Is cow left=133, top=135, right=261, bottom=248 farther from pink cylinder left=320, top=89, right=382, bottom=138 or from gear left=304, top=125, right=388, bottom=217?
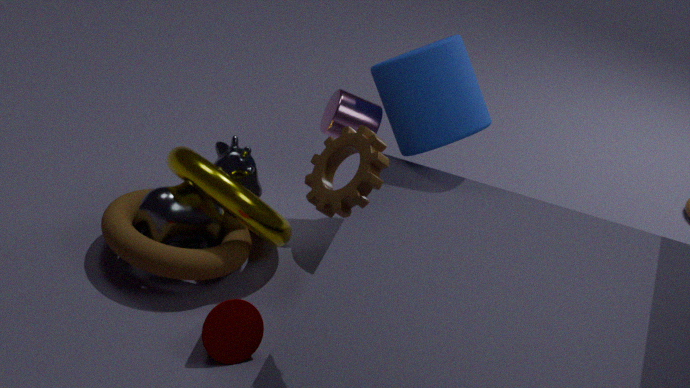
gear left=304, top=125, right=388, bottom=217
